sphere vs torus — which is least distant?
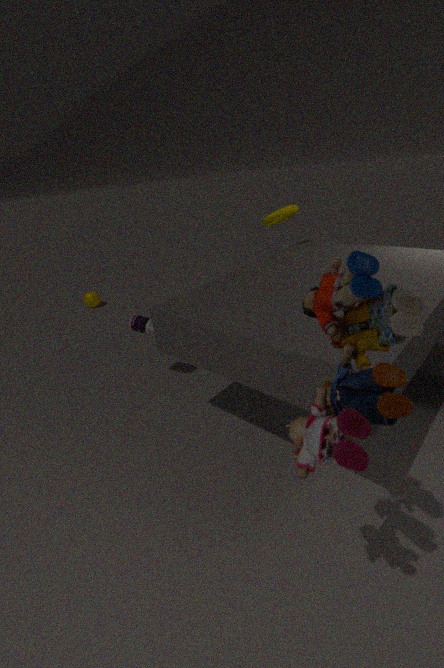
torus
